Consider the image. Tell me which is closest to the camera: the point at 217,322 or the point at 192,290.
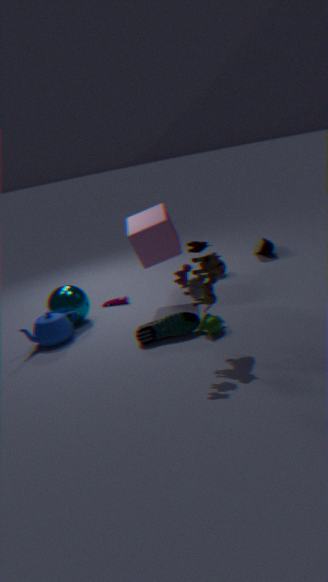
the point at 192,290
